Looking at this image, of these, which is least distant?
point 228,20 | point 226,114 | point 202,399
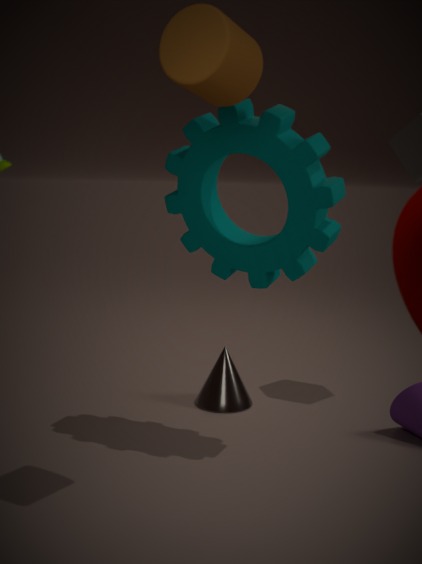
point 228,20
